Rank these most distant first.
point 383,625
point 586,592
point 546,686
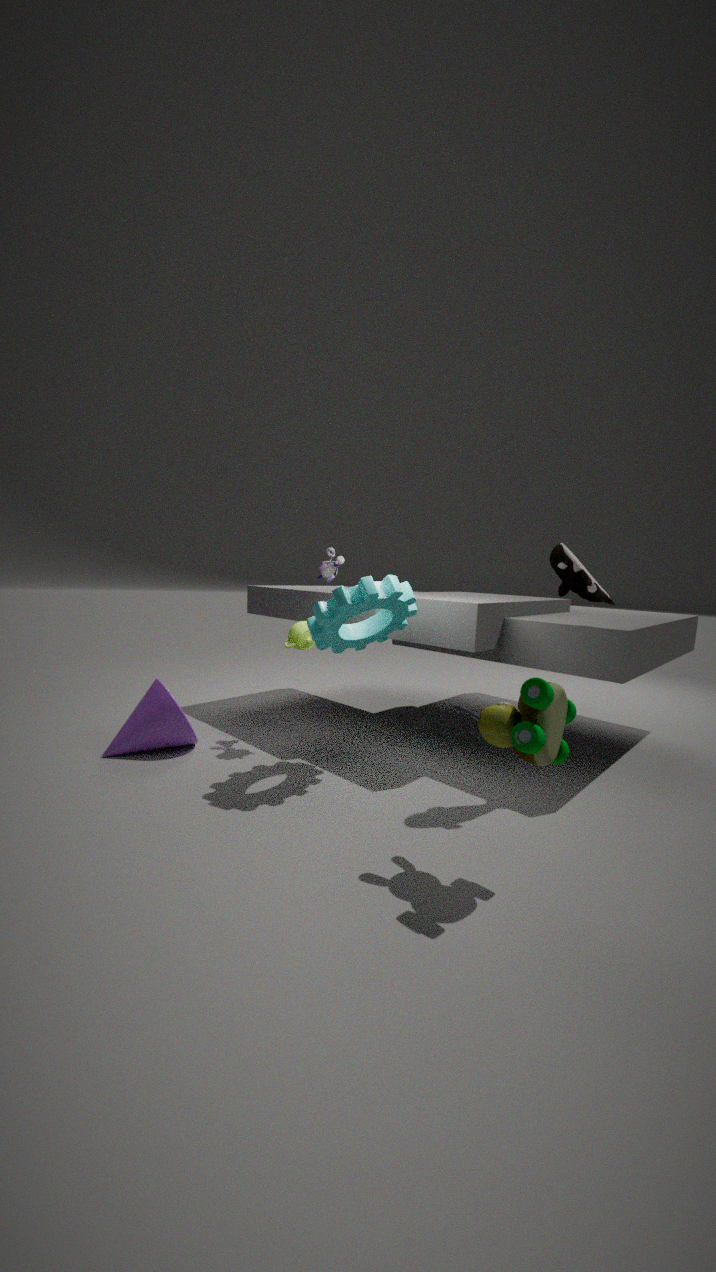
point 383,625 → point 586,592 → point 546,686
